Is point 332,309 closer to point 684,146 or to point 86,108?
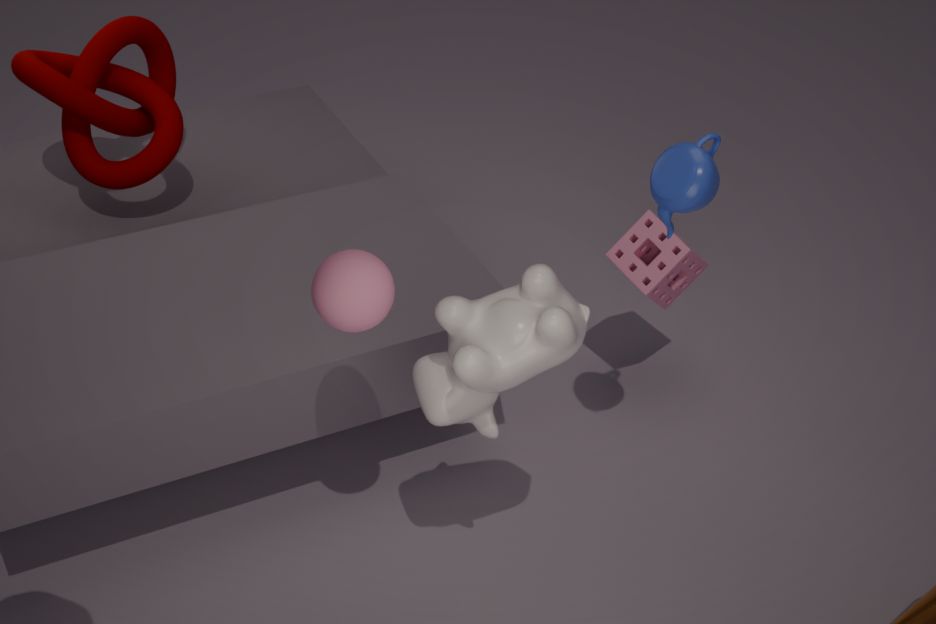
point 684,146
